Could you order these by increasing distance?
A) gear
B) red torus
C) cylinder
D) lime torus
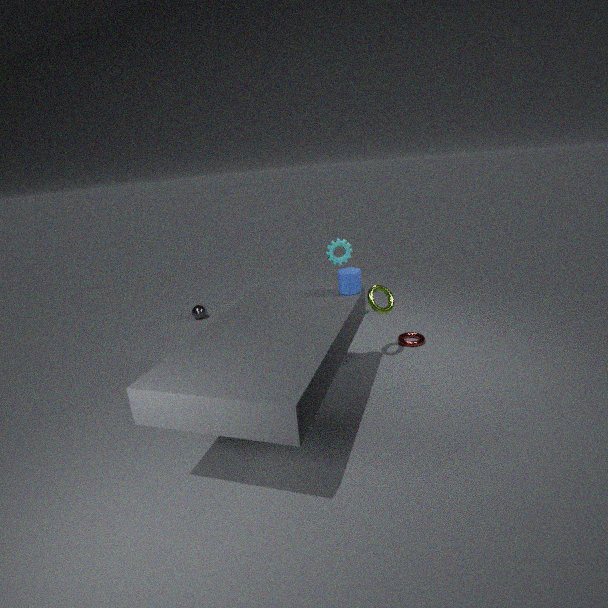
cylinder < lime torus < red torus < gear
